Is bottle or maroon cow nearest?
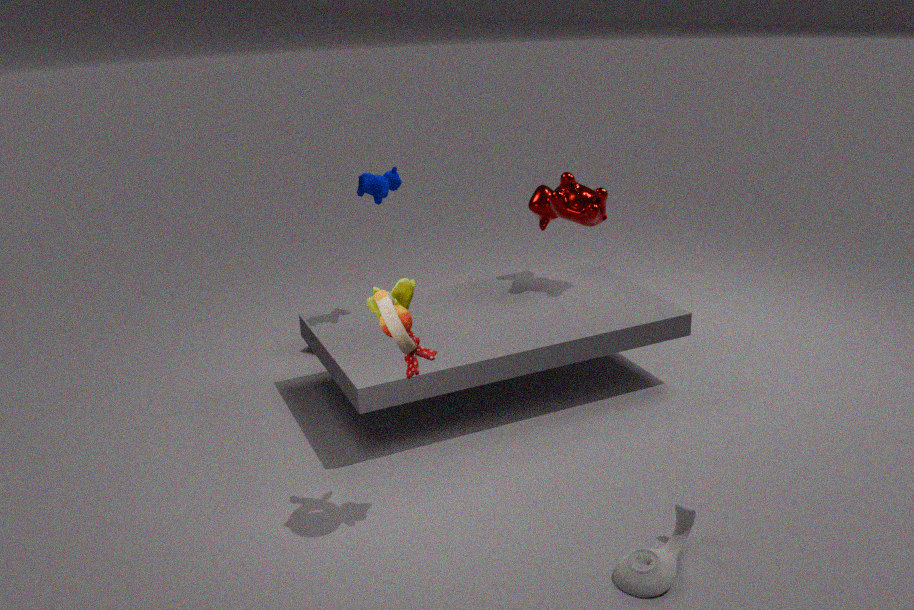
bottle
